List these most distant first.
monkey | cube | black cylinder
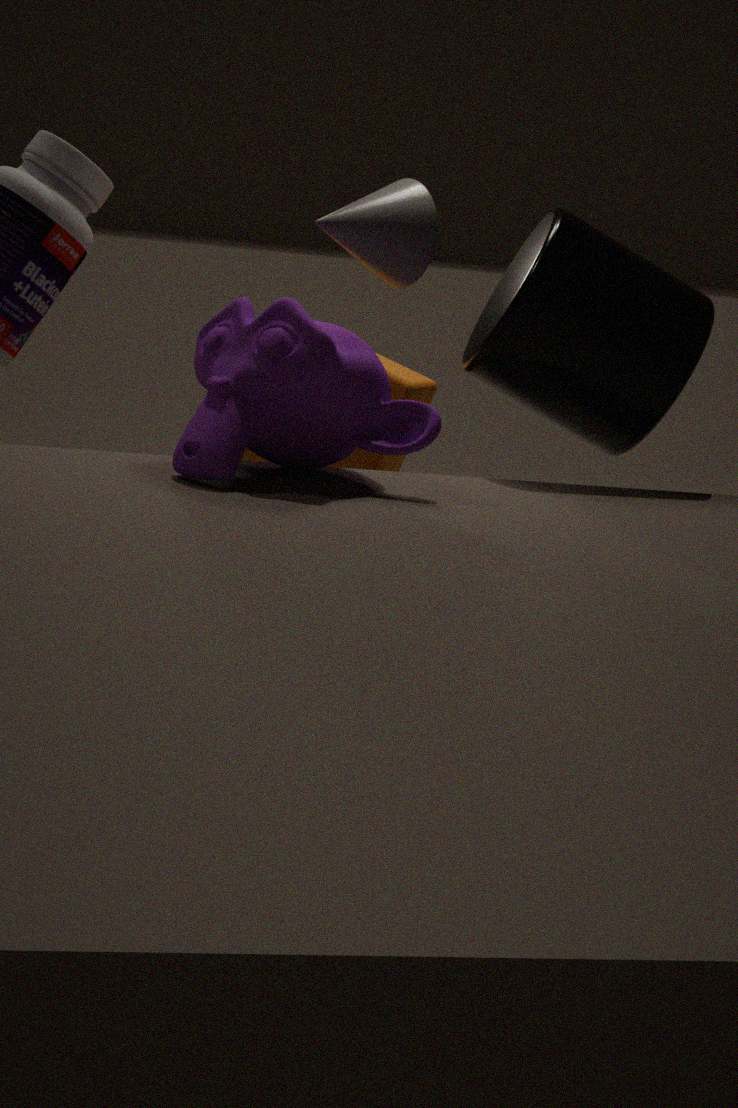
cube
black cylinder
monkey
